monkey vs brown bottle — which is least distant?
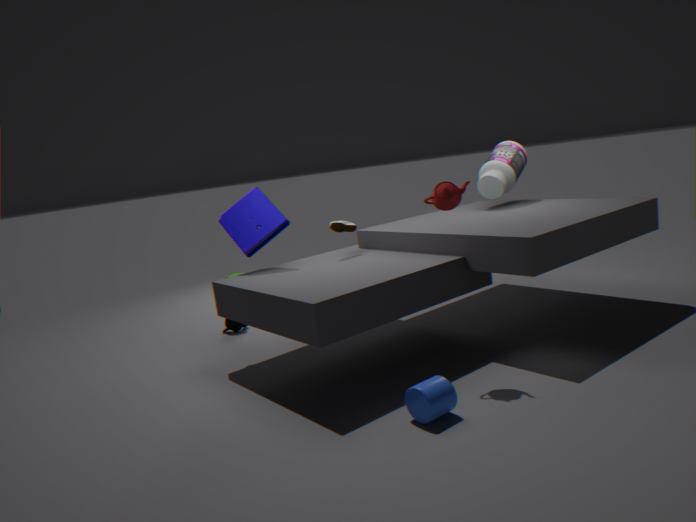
brown bottle
